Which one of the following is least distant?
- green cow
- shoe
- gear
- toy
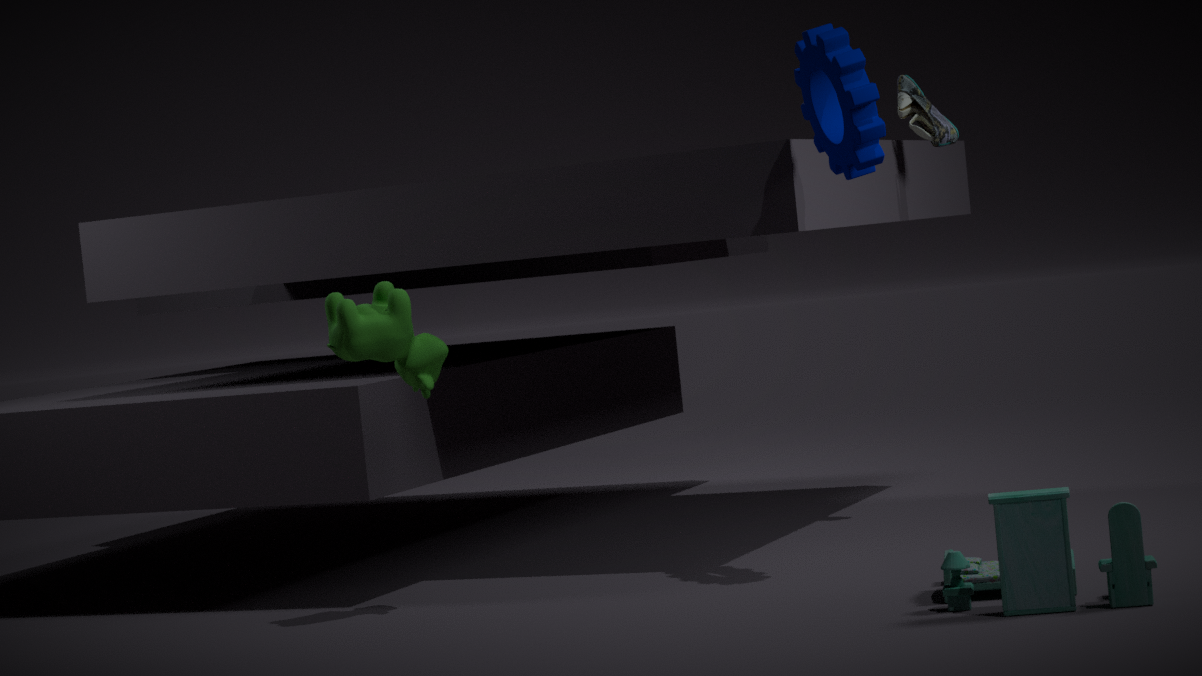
toy
